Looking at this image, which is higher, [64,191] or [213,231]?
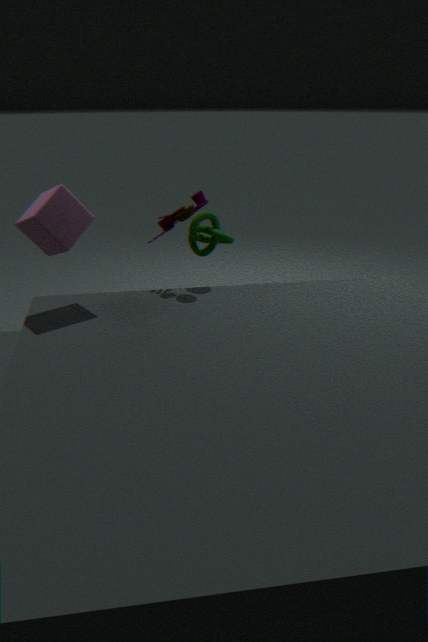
[64,191]
